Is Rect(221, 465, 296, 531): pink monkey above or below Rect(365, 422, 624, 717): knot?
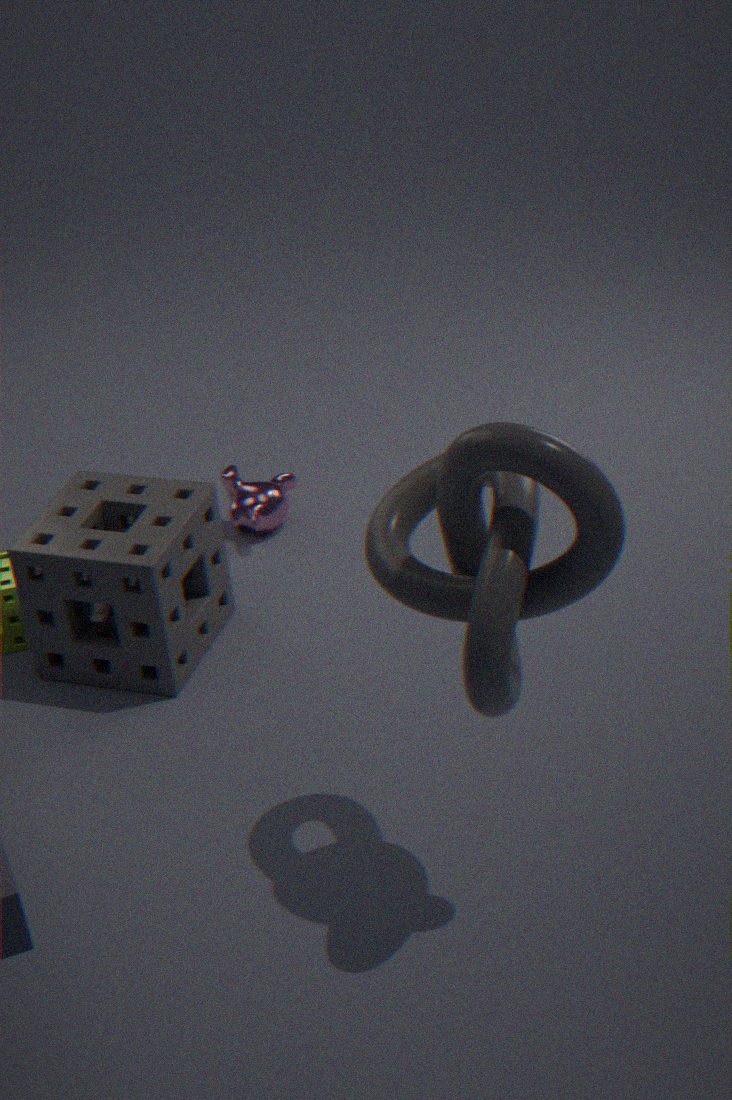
below
